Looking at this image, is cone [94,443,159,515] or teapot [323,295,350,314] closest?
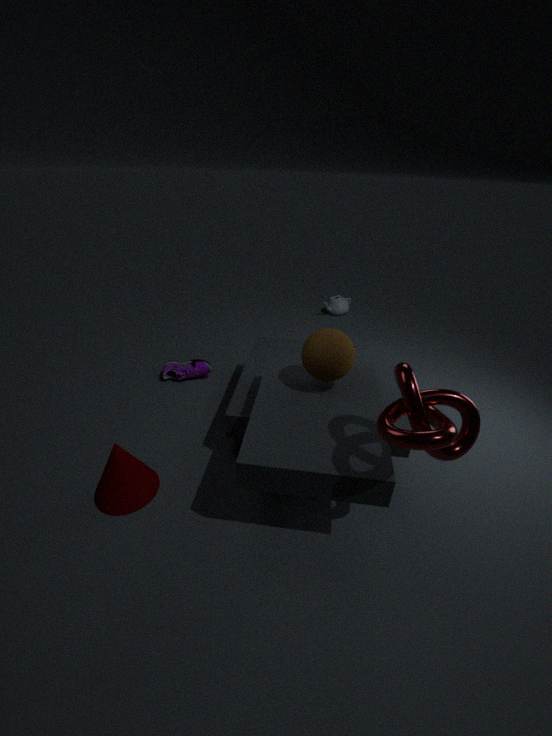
cone [94,443,159,515]
